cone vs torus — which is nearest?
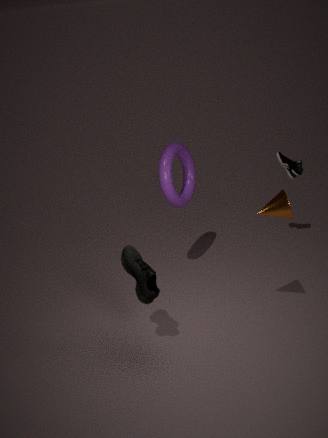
cone
